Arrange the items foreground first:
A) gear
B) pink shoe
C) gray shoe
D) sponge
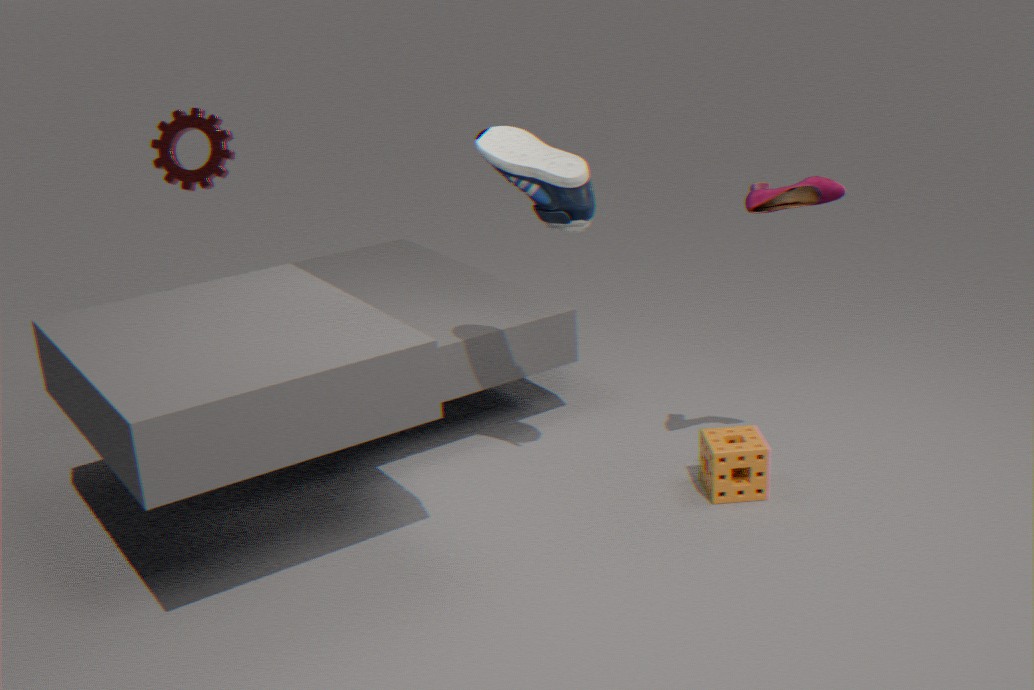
1. C. gray shoe
2. B. pink shoe
3. D. sponge
4. A. gear
